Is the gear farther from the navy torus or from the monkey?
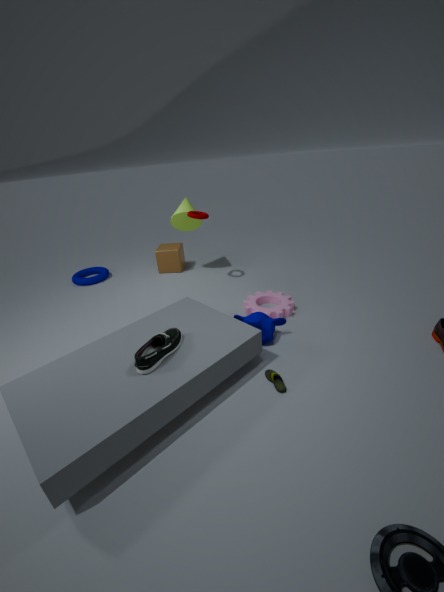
the navy torus
